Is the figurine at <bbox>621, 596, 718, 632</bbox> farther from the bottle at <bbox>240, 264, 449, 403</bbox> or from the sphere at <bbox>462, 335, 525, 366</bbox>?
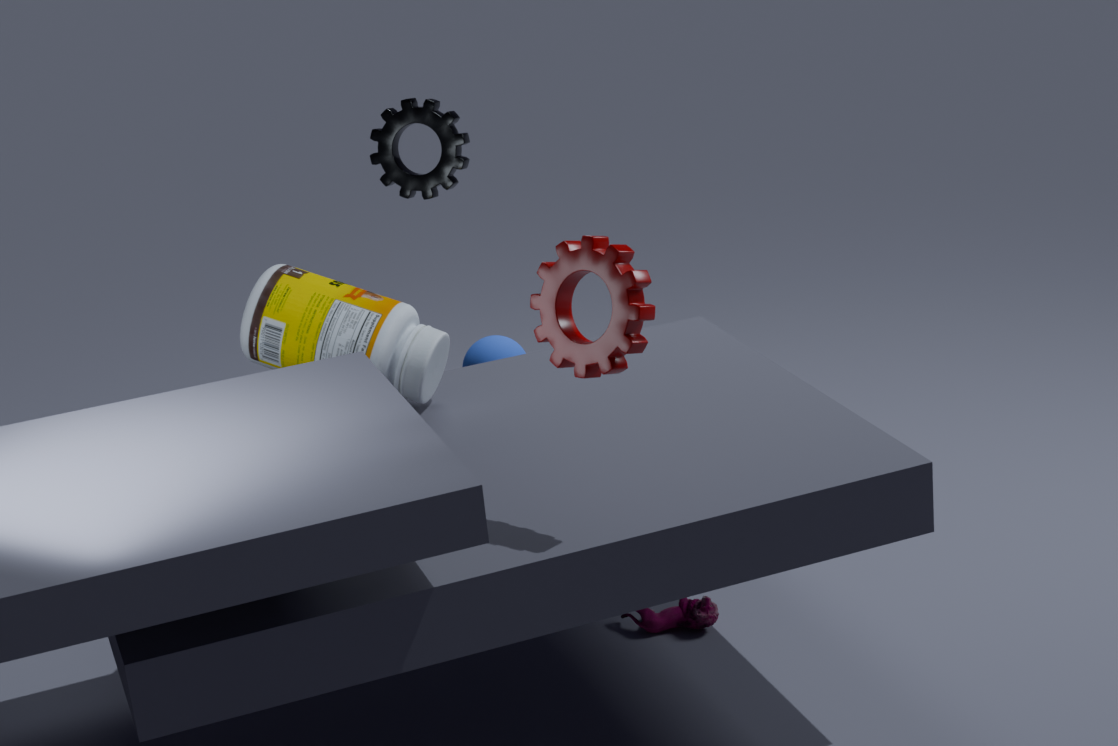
the bottle at <bbox>240, 264, 449, 403</bbox>
